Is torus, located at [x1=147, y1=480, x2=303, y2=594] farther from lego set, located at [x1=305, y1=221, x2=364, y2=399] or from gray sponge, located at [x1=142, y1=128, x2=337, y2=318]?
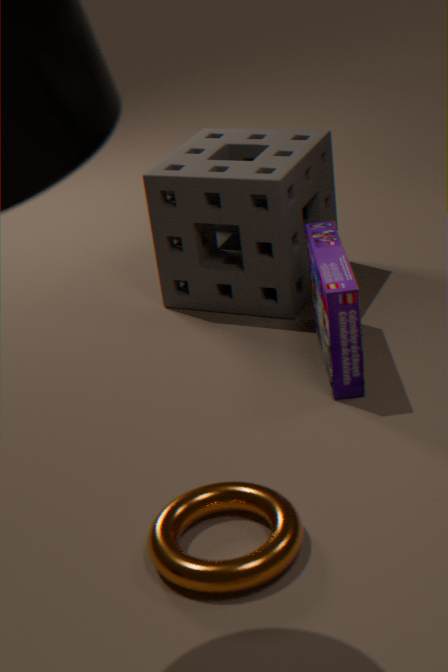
gray sponge, located at [x1=142, y1=128, x2=337, y2=318]
